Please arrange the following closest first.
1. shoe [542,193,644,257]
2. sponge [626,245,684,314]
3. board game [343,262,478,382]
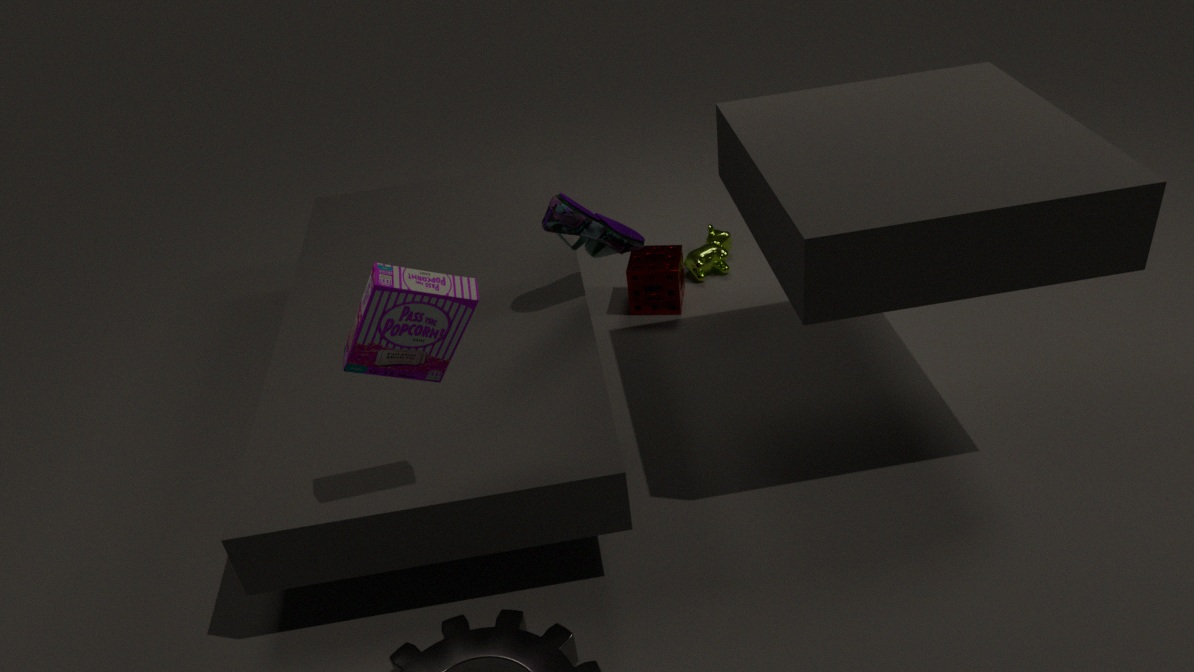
board game [343,262,478,382]
shoe [542,193,644,257]
sponge [626,245,684,314]
